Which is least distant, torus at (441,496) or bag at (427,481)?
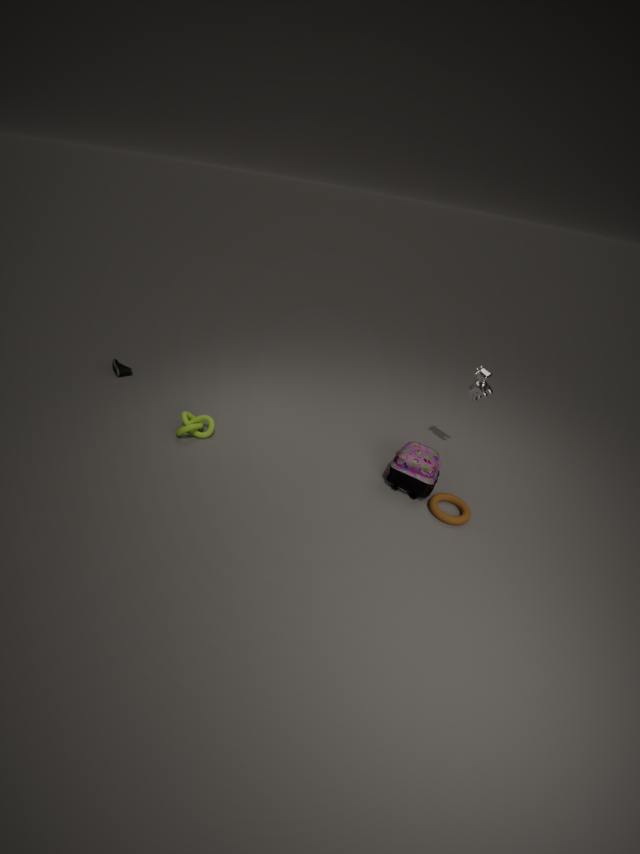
torus at (441,496)
